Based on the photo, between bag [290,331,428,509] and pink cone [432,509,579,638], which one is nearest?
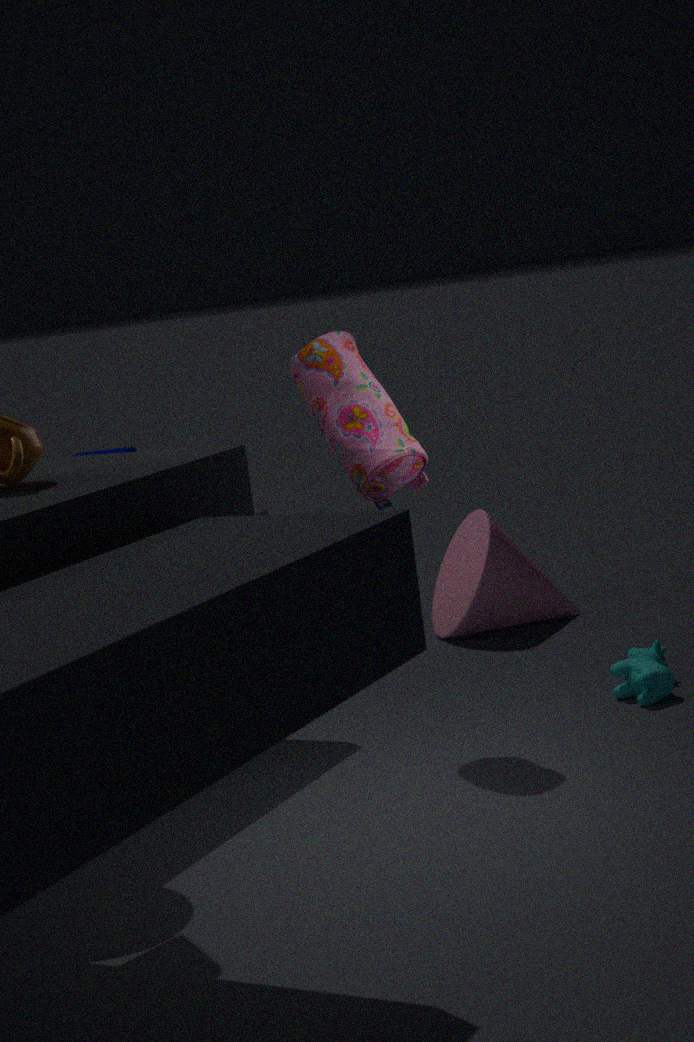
bag [290,331,428,509]
